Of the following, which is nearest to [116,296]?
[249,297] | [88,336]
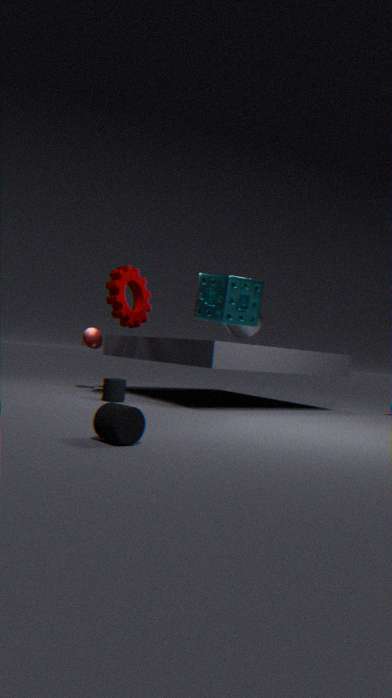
[88,336]
